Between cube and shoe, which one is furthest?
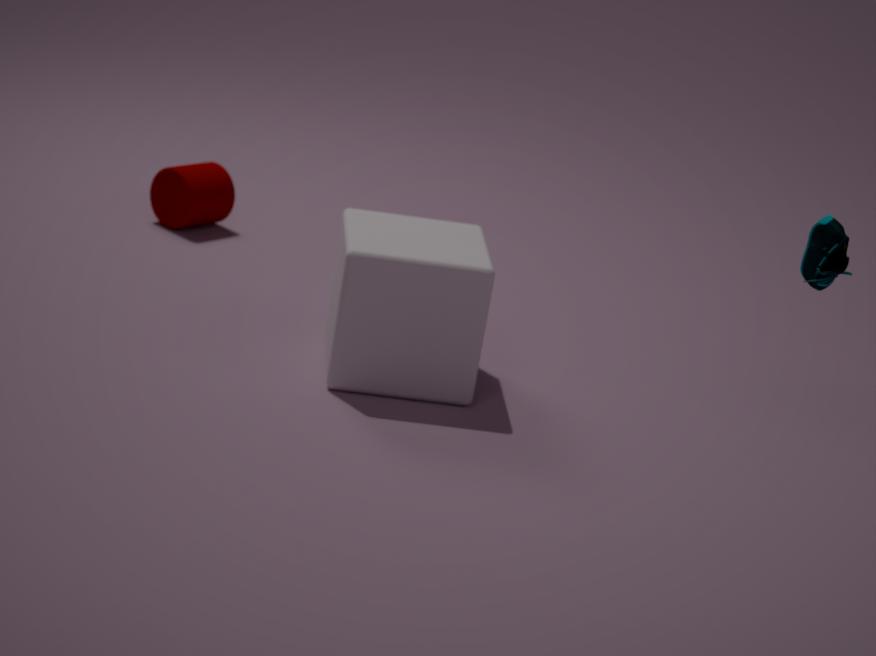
cube
